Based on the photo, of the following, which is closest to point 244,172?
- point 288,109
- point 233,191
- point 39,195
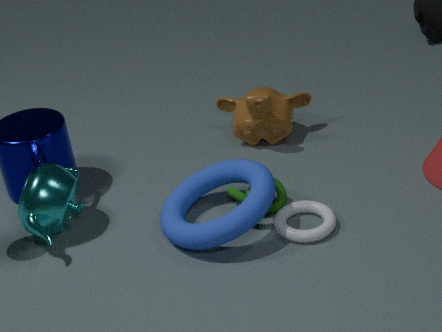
point 233,191
